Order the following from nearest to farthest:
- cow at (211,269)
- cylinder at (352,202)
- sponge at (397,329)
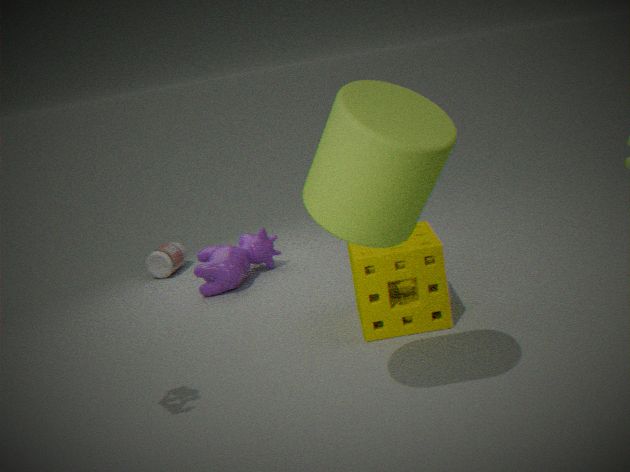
cylinder at (352,202)
sponge at (397,329)
cow at (211,269)
